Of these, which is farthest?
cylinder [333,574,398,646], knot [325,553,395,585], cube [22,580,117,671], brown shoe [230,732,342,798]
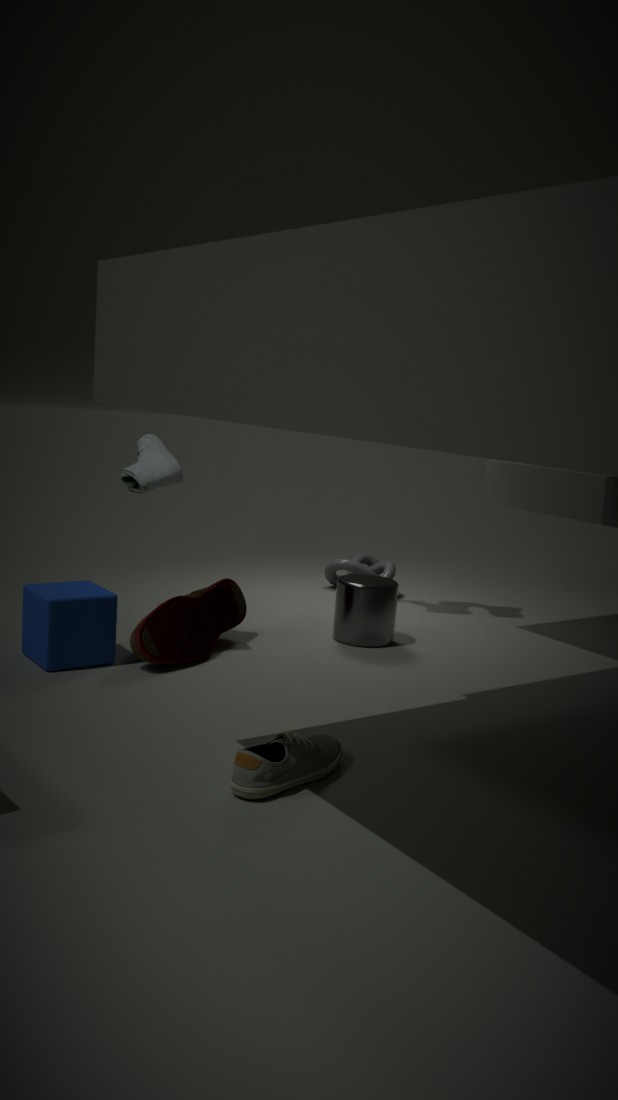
knot [325,553,395,585]
